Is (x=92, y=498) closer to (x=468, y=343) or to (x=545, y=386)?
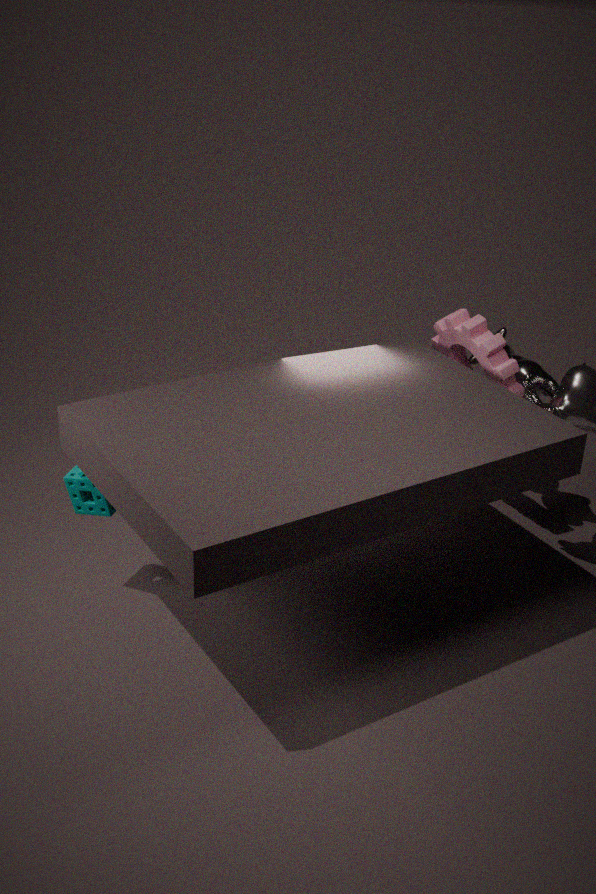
(x=468, y=343)
